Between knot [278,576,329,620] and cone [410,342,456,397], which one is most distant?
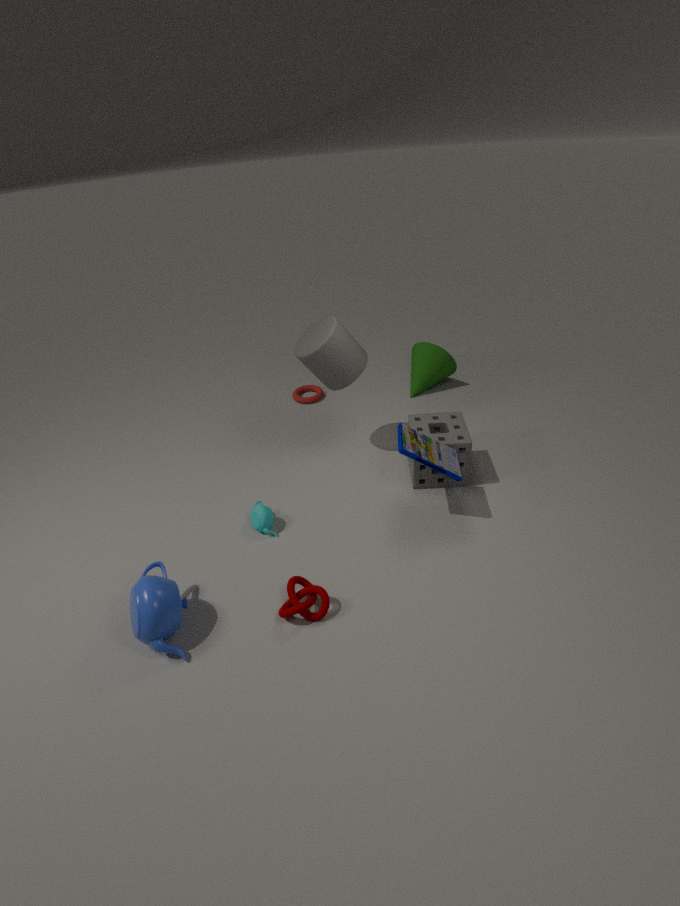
cone [410,342,456,397]
